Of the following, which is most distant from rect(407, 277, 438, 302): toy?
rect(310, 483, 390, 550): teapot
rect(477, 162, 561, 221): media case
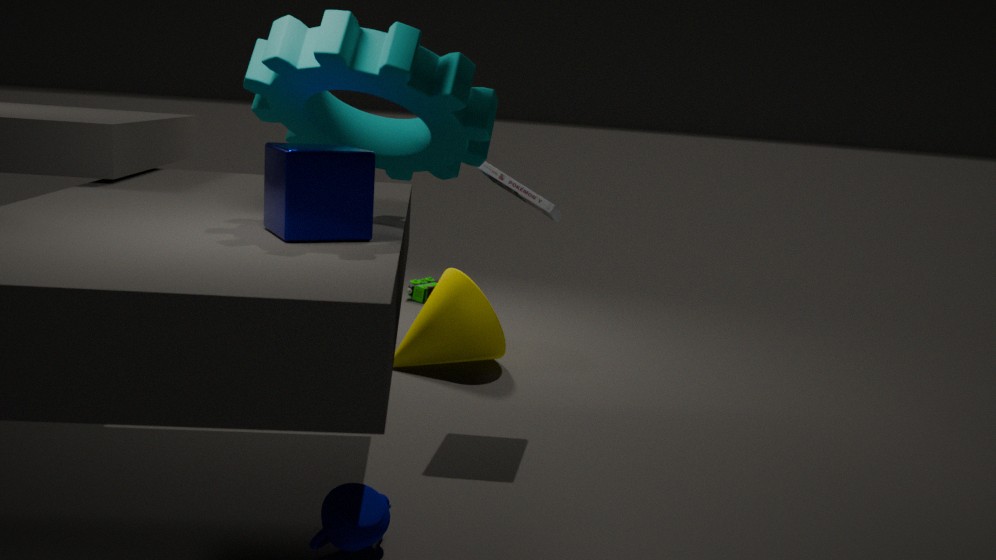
rect(310, 483, 390, 550): teapot
